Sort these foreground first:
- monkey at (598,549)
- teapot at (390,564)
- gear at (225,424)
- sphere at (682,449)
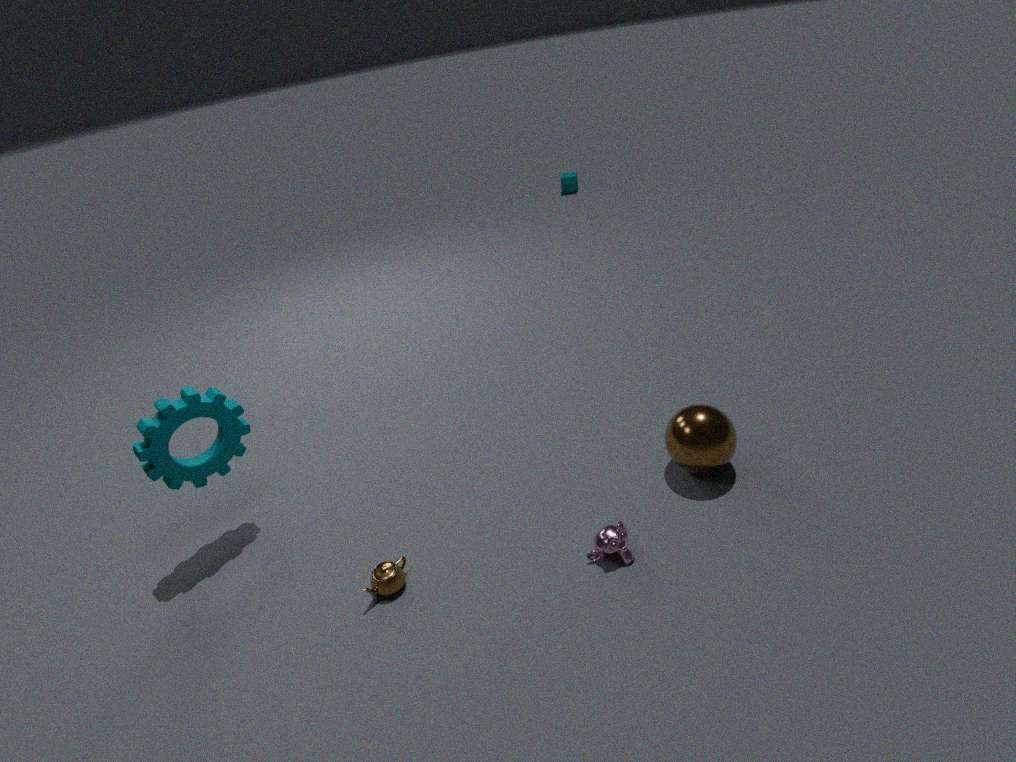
monkey at (598,549)
teapot at (390,564)
gear at (225,424)
sphere at (682,449)
